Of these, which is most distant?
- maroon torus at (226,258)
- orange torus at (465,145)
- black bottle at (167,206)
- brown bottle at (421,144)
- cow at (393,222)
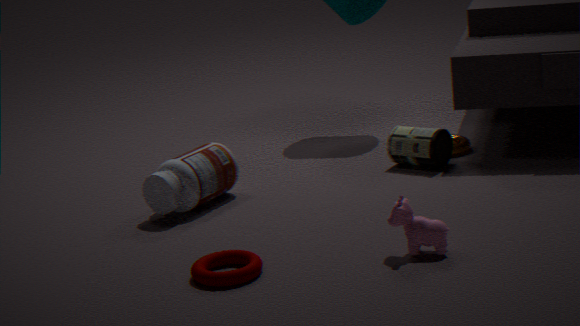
orange torus at (465,145)
